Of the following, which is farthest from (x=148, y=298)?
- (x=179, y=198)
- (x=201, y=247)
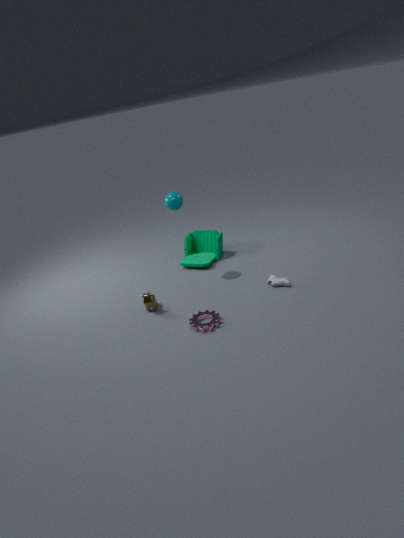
(x=201, y=247)
